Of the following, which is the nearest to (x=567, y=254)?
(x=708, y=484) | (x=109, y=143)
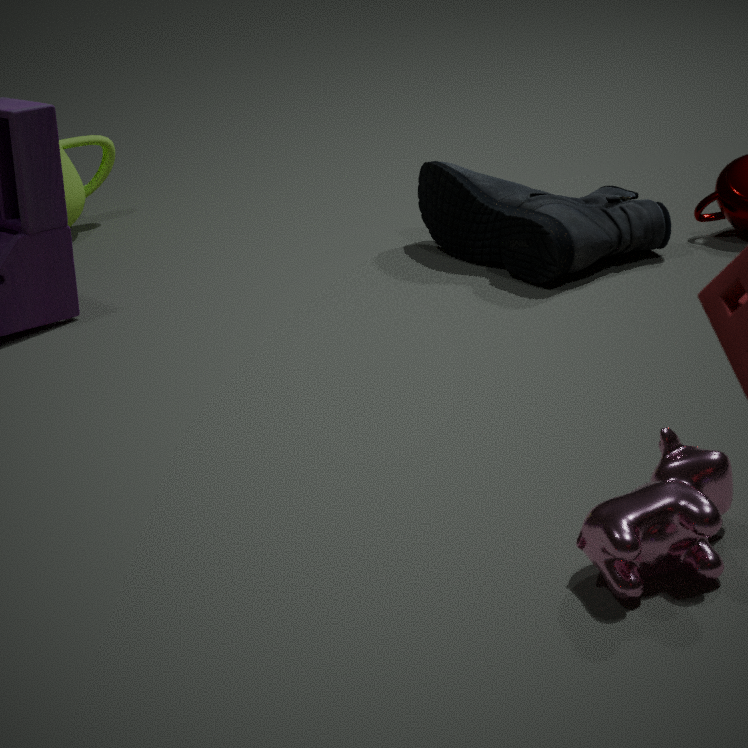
(x=109, y=143)
